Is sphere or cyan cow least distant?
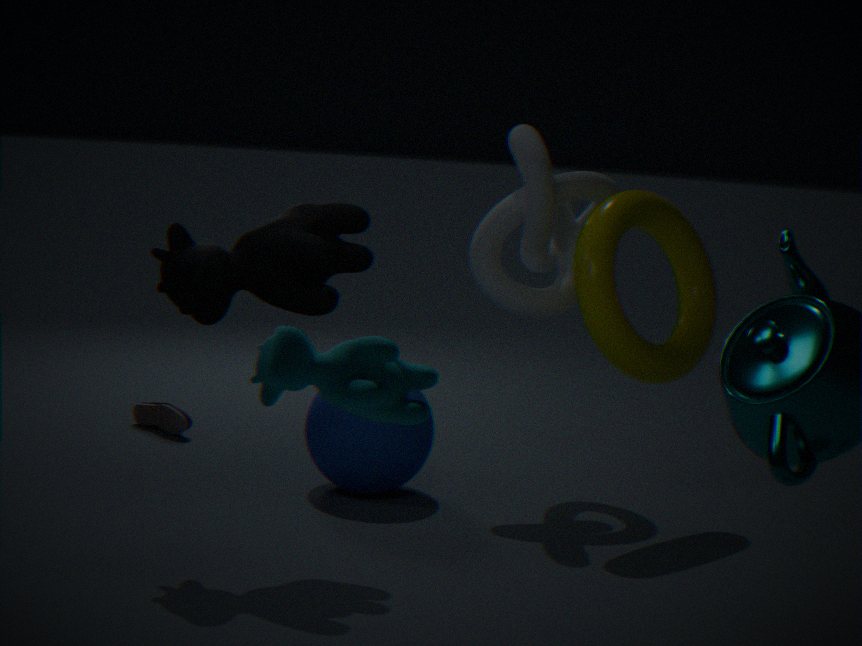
cyan cow
